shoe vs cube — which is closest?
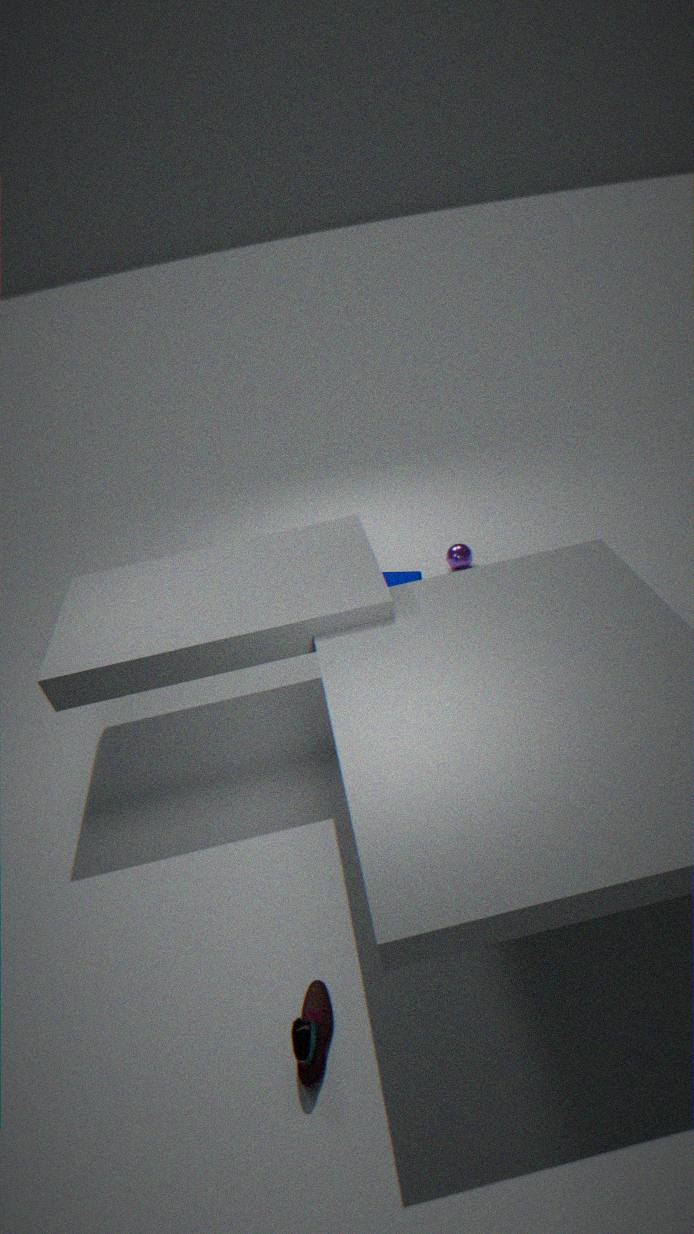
shoe
